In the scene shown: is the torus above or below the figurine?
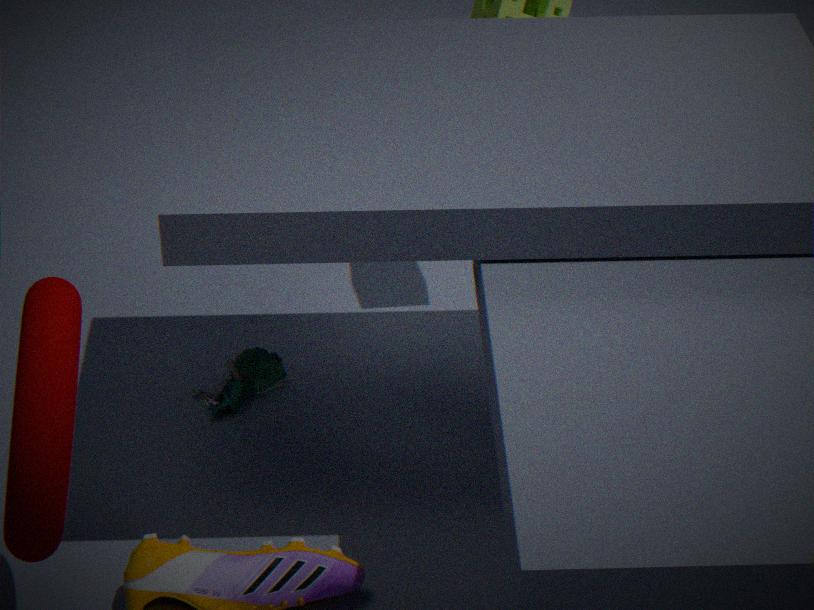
above
